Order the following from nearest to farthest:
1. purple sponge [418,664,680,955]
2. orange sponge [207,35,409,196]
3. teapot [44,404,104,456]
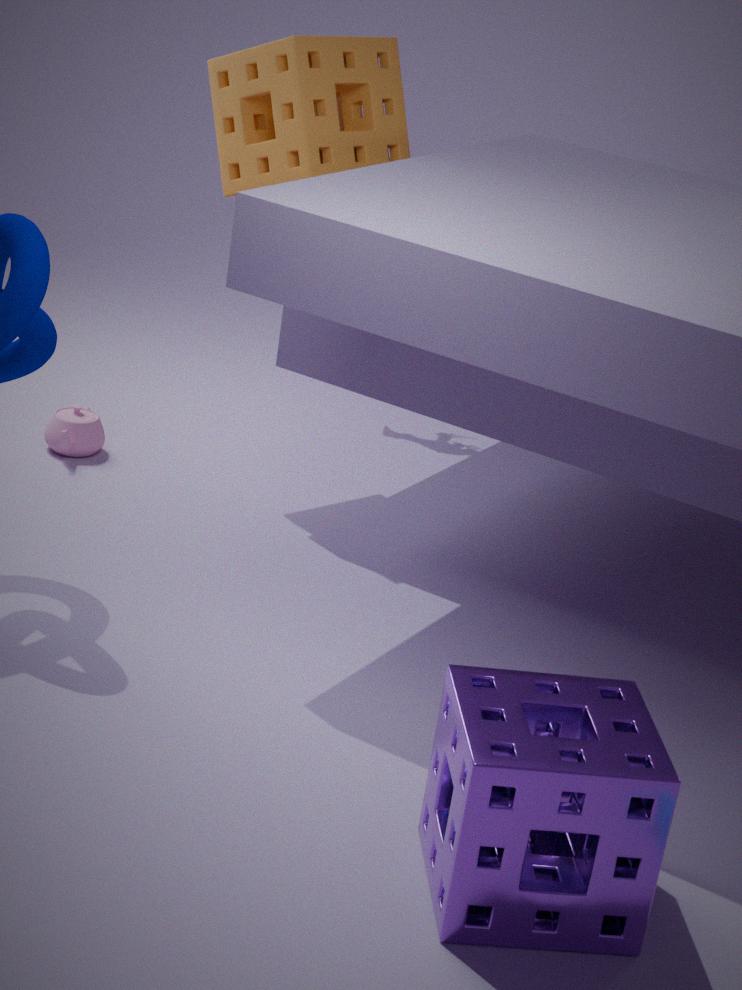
purple sponge [418,664,680,955] < orange sponge [207,35,409,196] < teapot [44,404,104,456]
